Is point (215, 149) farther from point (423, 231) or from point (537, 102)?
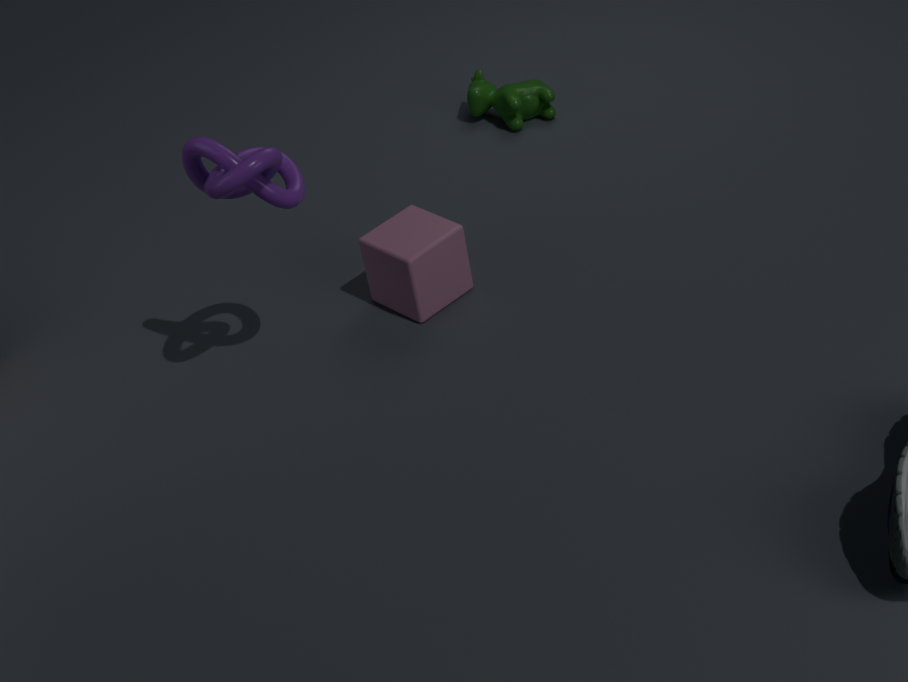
point (537, 102)
